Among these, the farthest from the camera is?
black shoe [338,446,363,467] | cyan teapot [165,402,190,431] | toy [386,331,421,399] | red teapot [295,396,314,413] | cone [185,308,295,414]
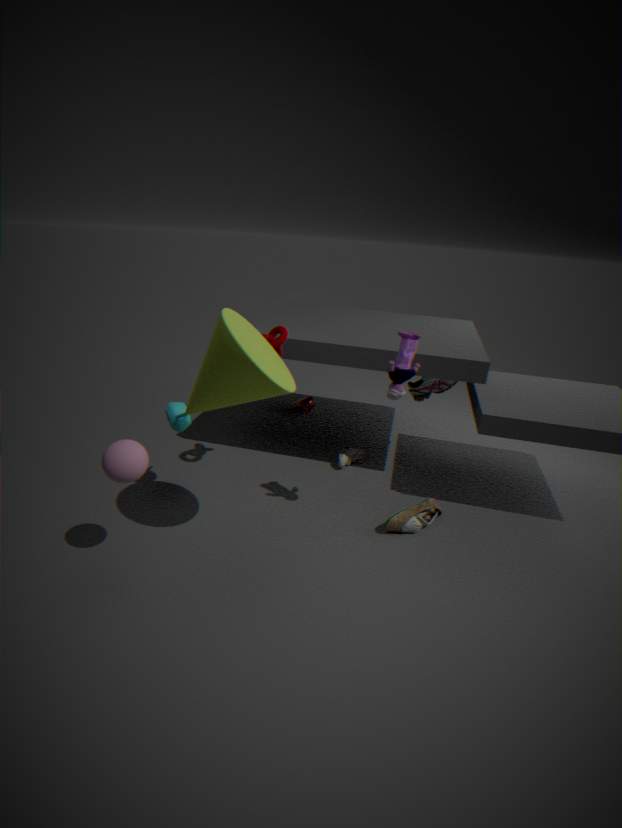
red teapot [295,396,314,413]
